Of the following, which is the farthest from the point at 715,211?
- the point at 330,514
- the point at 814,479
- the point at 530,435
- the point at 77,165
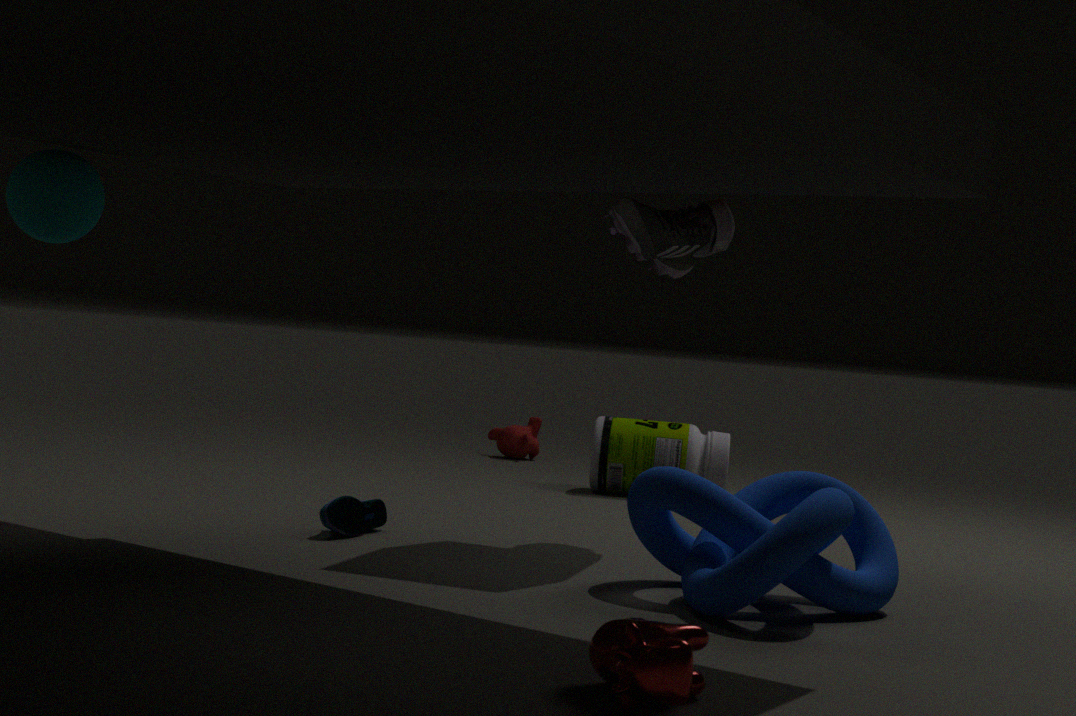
the point at 530,435
